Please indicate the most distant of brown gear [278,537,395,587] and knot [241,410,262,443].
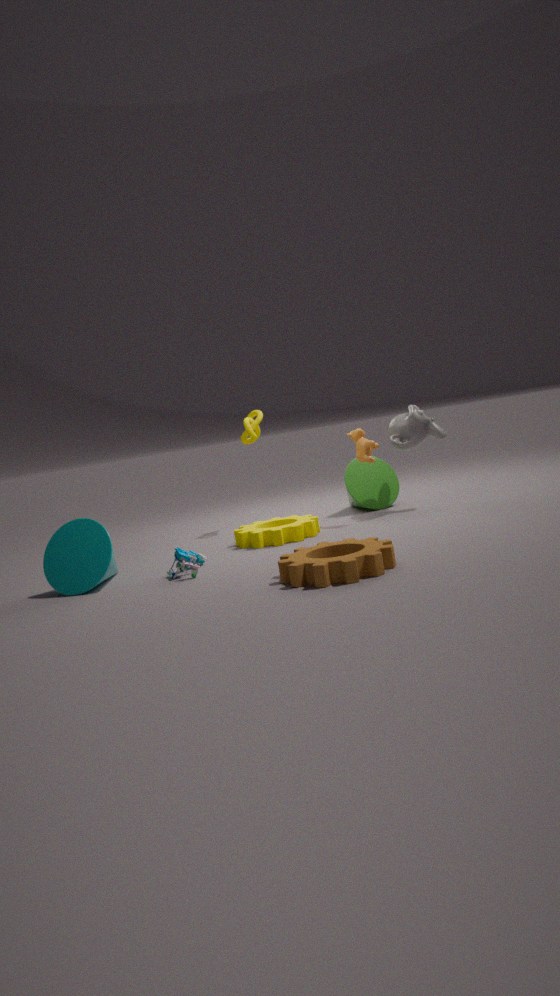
knot [241,410,262,443]
